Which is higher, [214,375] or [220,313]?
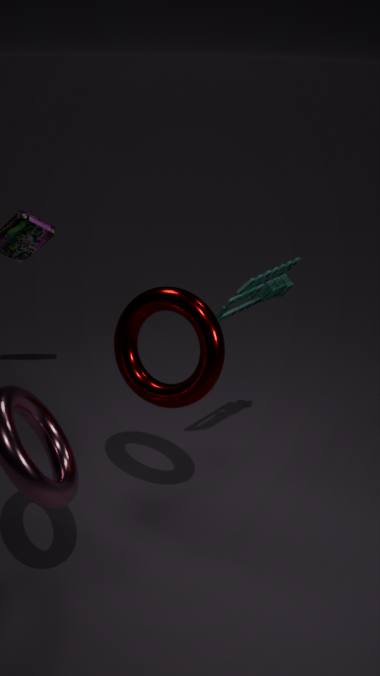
[220,313]
